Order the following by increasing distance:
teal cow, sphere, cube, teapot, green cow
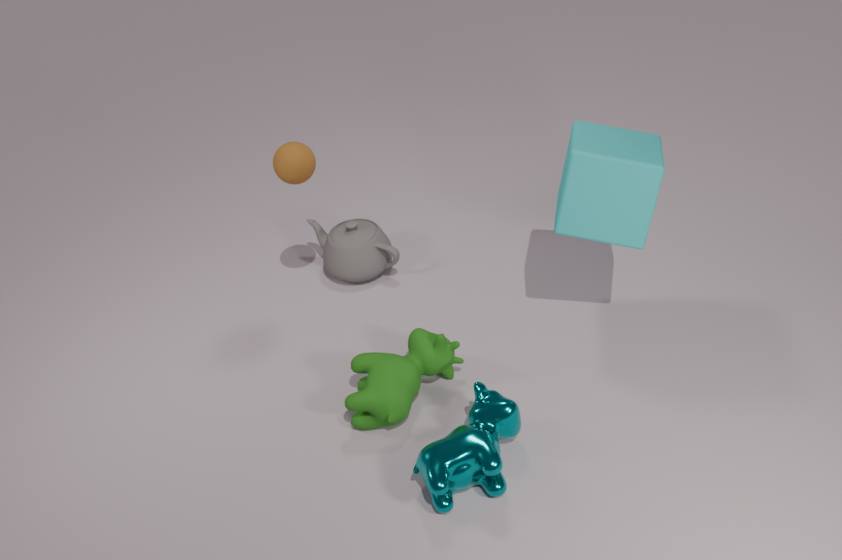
teal cow → cube → green cow → sphere → teapot
